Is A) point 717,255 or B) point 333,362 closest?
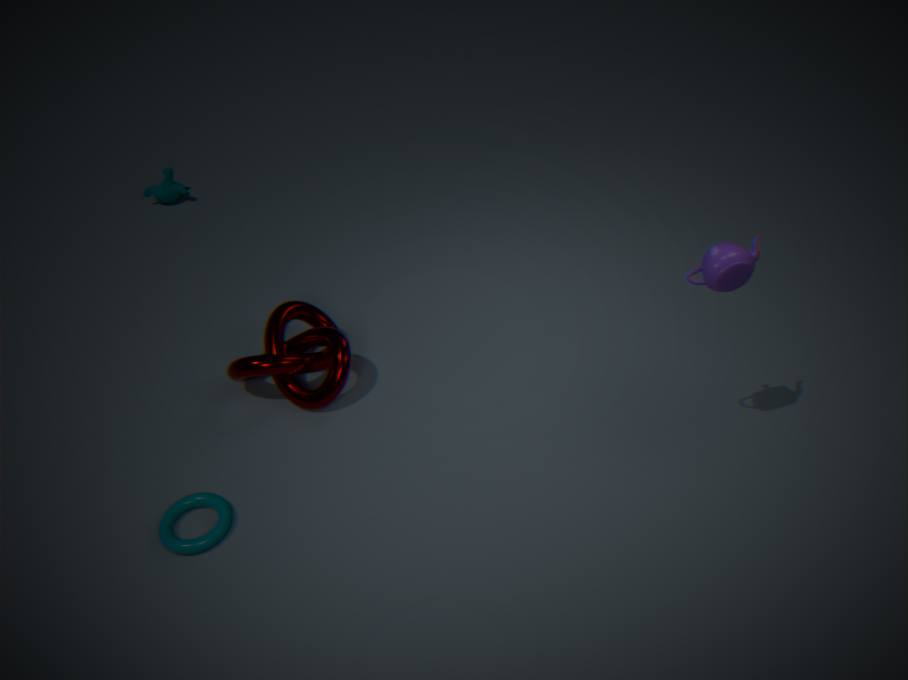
A. point 717,255
